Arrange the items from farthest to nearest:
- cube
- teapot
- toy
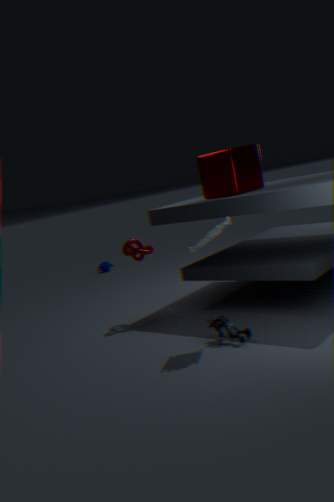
teapot → cube → toy
